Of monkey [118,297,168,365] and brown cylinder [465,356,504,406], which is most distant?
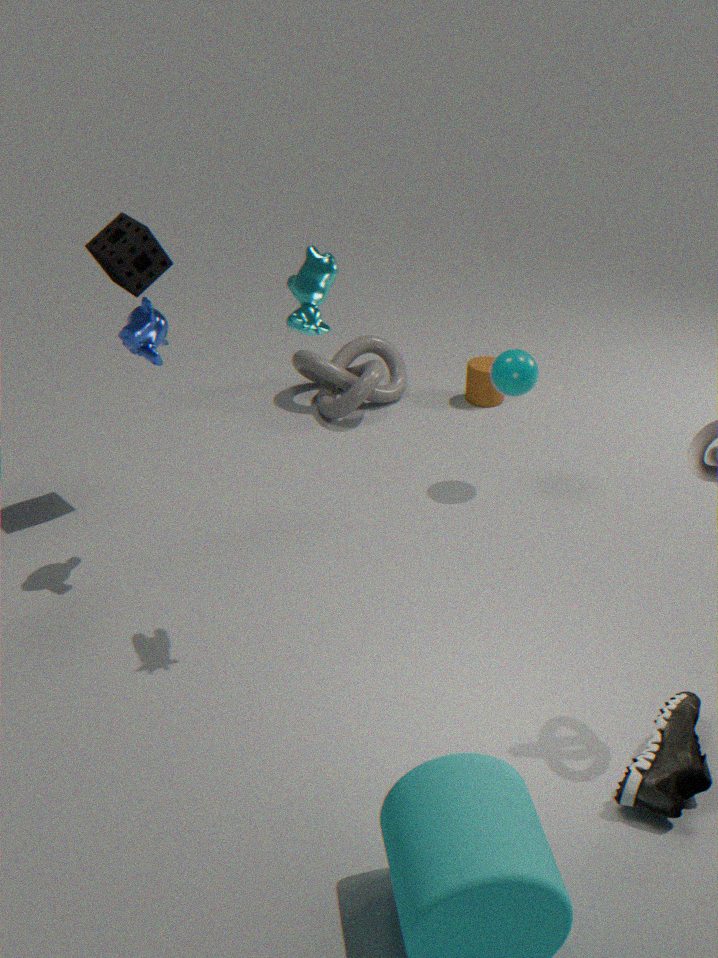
brown cylinder [465,356,504,406]
